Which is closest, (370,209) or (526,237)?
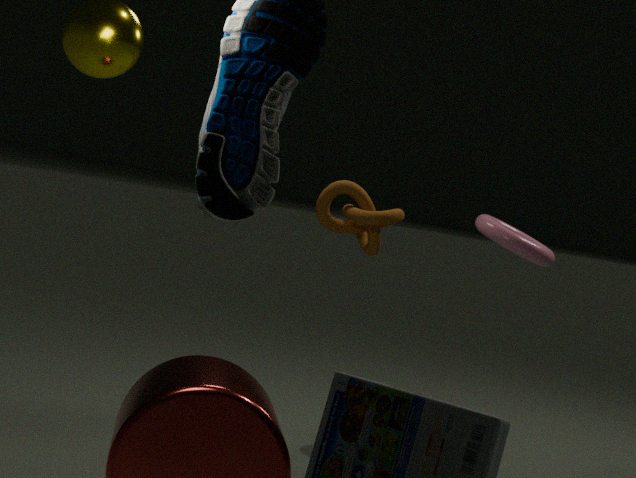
(370,209)
